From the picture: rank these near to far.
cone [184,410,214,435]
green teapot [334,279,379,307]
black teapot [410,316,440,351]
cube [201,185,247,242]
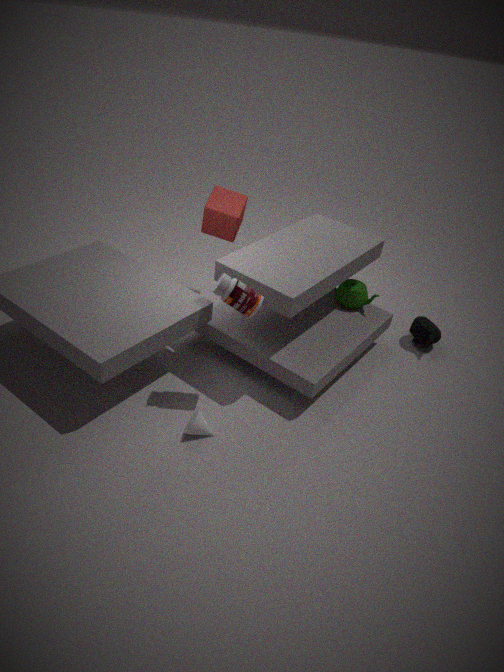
cone [184,410,214,435], cube [201,185,247,242], green teapot [334,279,379,307], black teapot [410,316,440,351]
